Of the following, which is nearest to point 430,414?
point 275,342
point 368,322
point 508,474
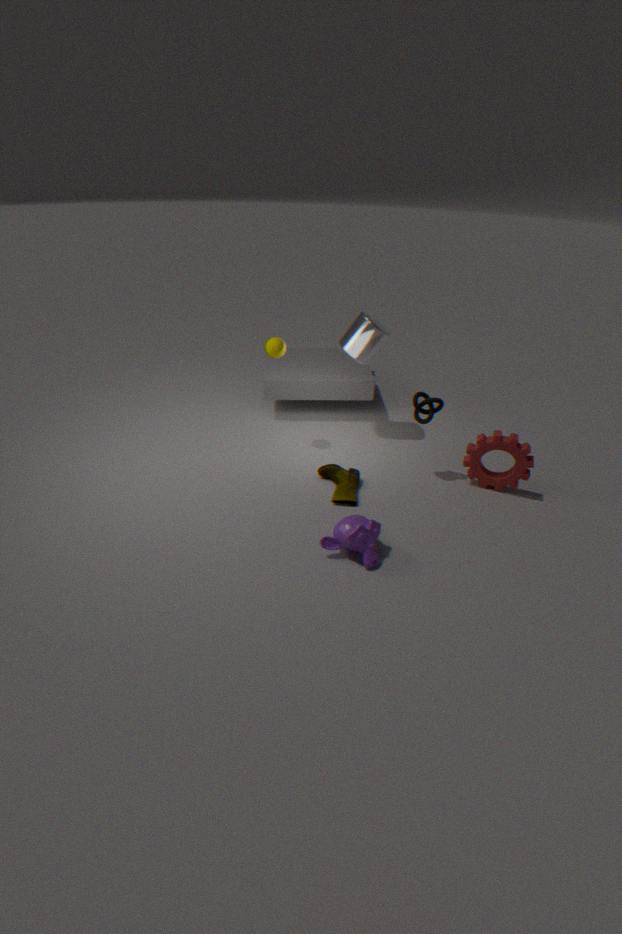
point 508,474
